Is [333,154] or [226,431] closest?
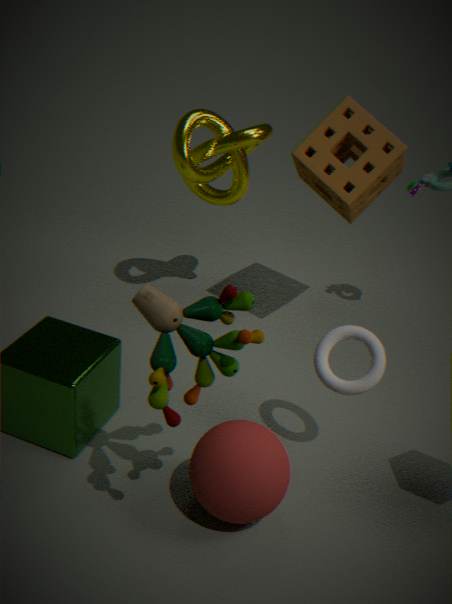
[226,431]
